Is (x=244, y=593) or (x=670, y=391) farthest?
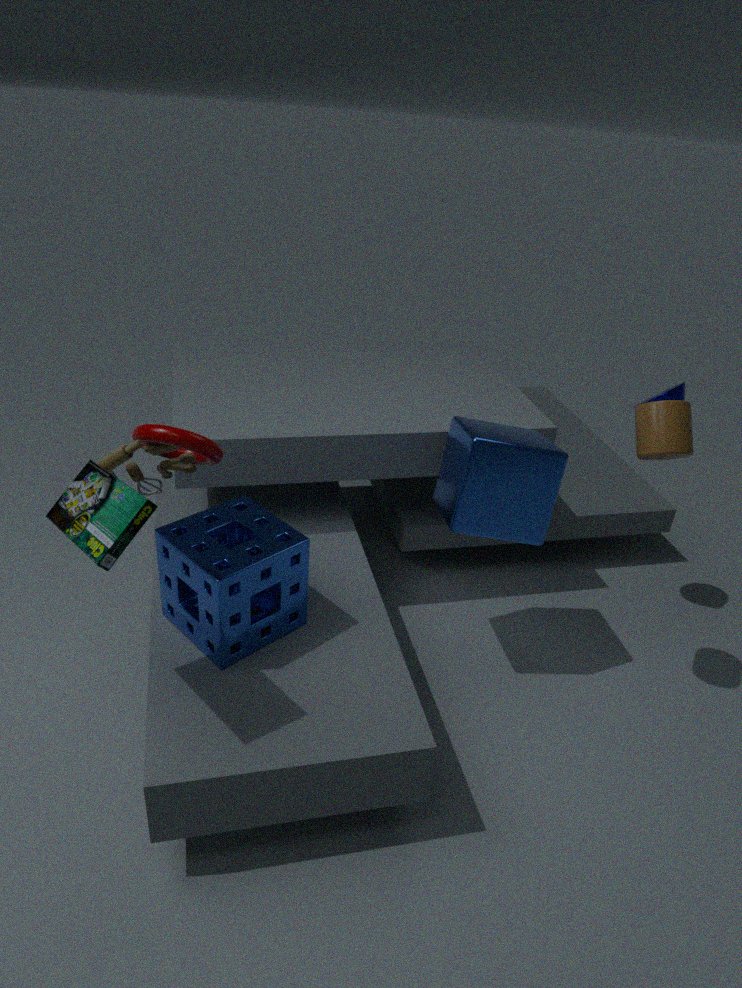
(x=670, y=391)
